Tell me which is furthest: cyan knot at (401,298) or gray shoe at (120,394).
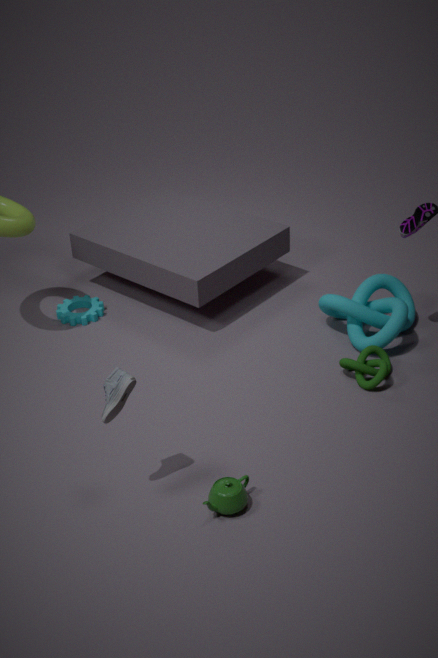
cyan knot at (401,298)
